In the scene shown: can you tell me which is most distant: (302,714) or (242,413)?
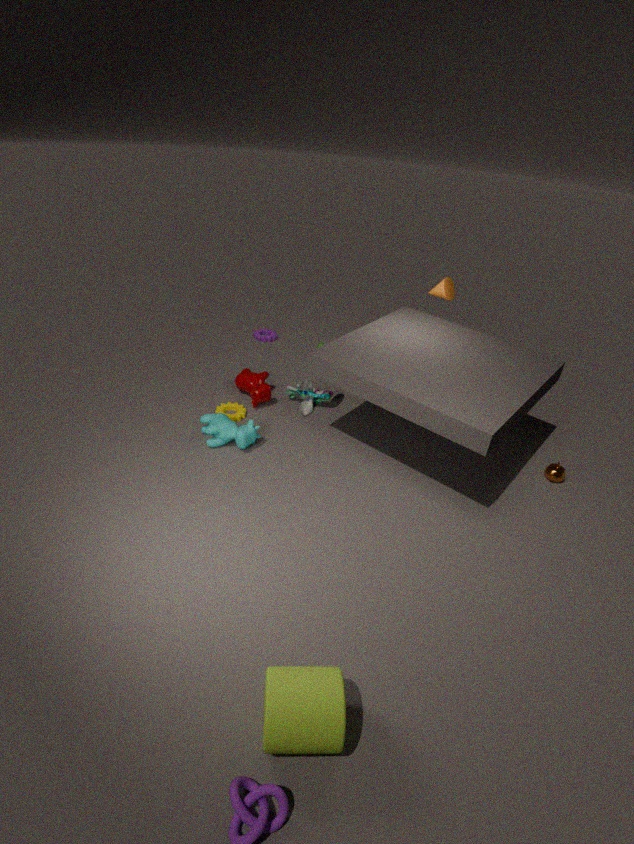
(242,413)
